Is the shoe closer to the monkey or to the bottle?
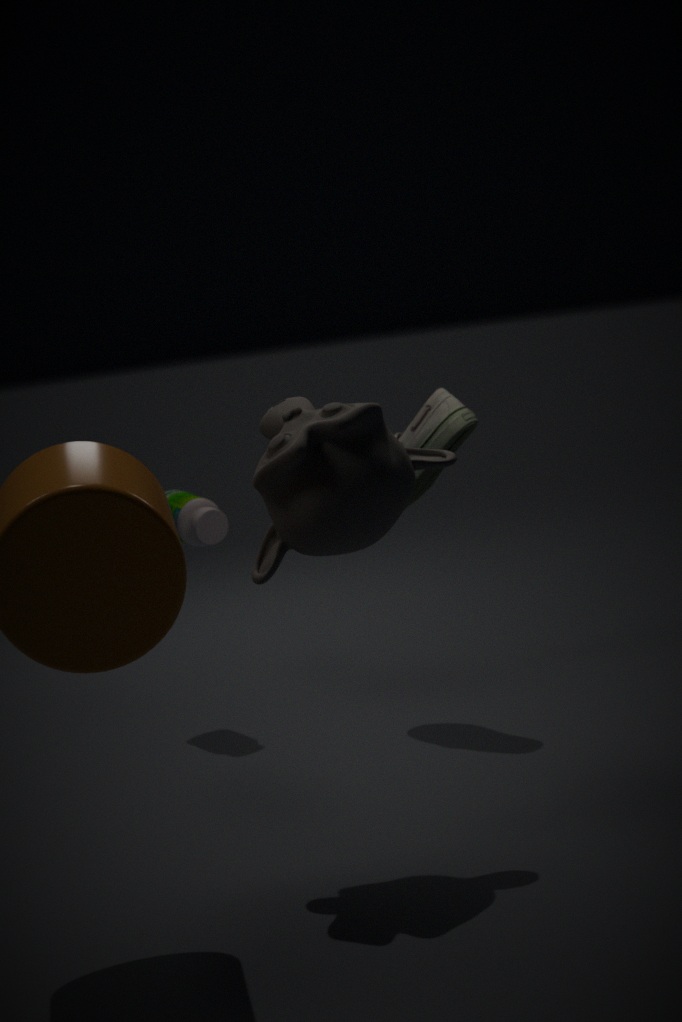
the bottle
